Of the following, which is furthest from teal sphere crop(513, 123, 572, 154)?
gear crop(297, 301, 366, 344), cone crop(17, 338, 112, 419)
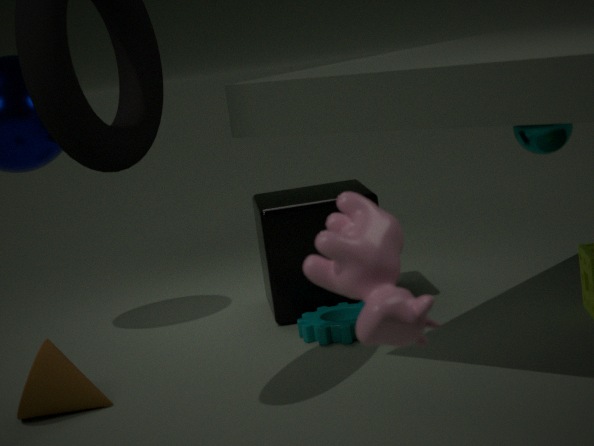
cone crop(17, 338, 112, 419)
